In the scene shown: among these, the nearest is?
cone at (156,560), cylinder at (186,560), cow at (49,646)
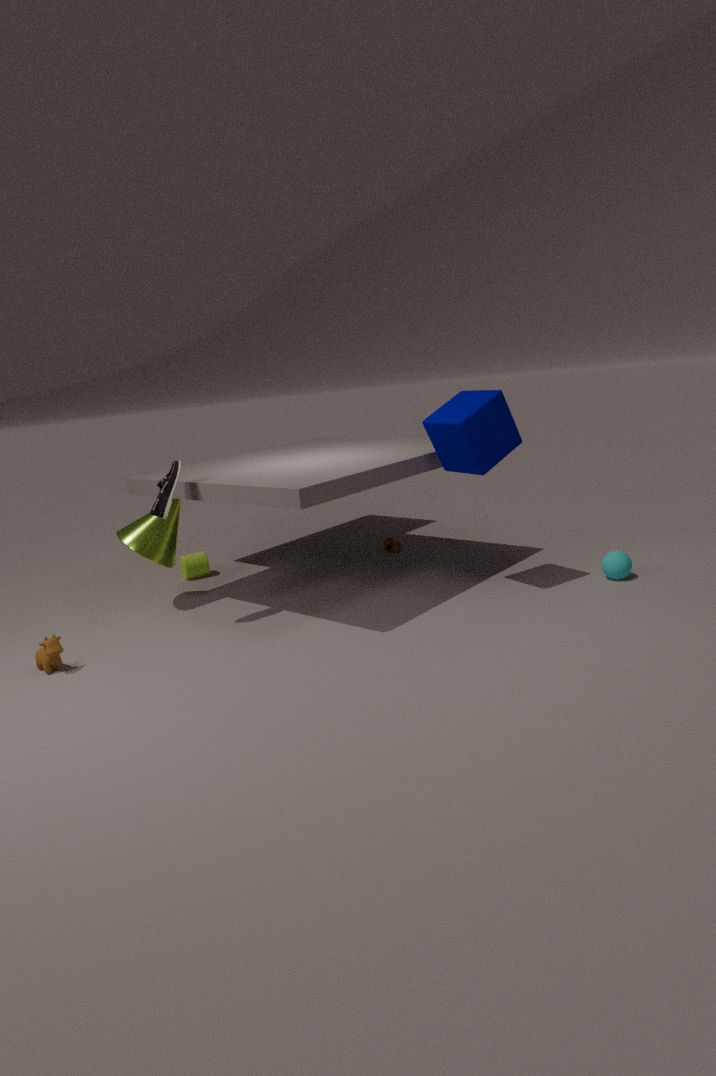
cow at (49,646)
